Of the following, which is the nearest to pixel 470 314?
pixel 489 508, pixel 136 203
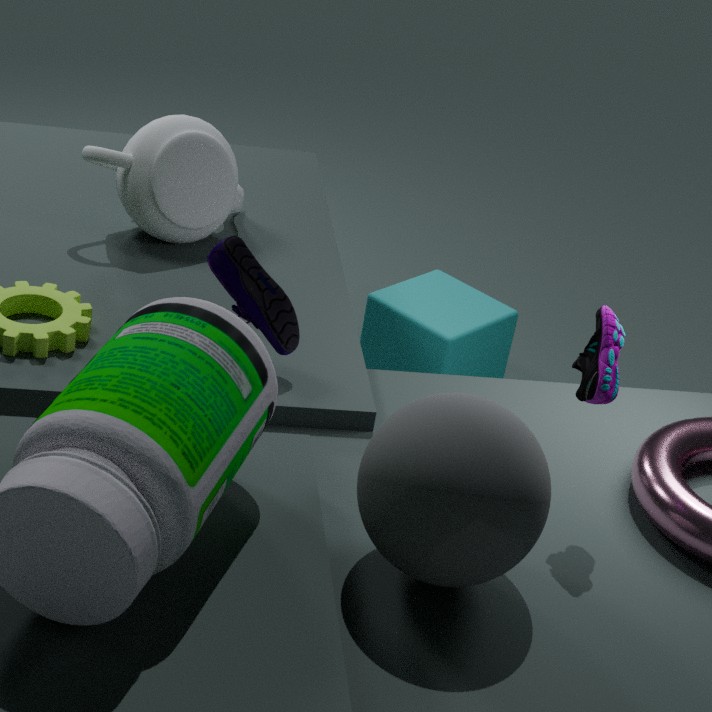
pixel 136 203
